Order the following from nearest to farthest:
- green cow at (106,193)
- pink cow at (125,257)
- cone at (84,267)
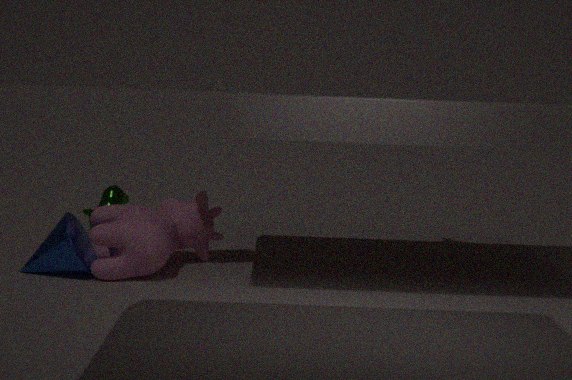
cone at (84,267) → pink cow at (125,257) → green cow at (106,193)
